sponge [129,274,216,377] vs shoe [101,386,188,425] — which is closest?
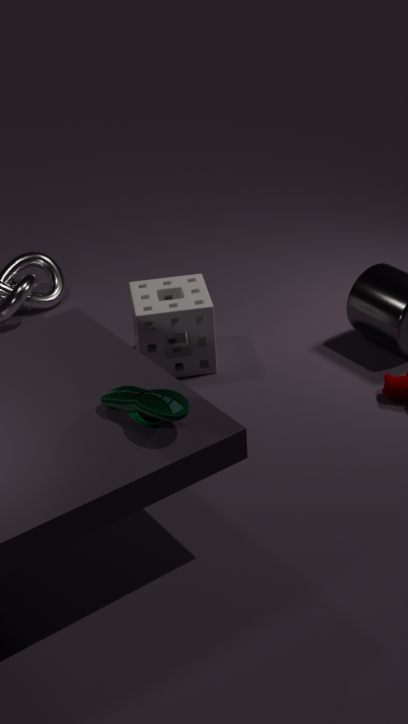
shoe [101,386,188,425]
